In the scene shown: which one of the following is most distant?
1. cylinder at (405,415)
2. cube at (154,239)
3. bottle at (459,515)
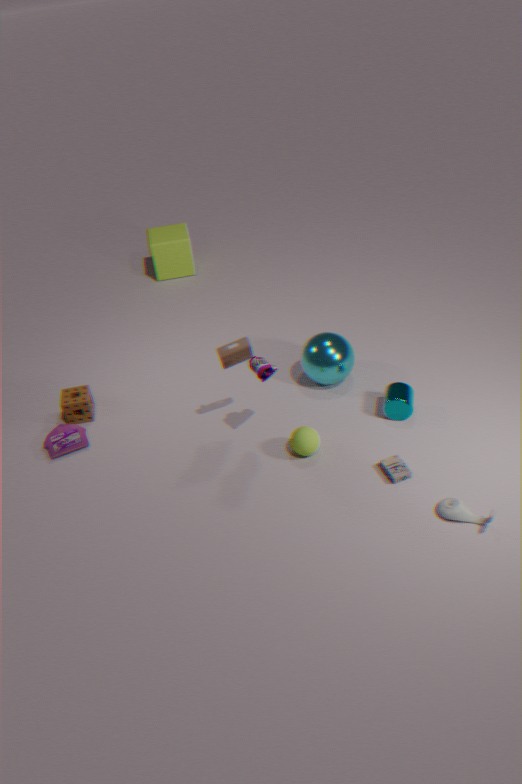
cube at (154,239)
